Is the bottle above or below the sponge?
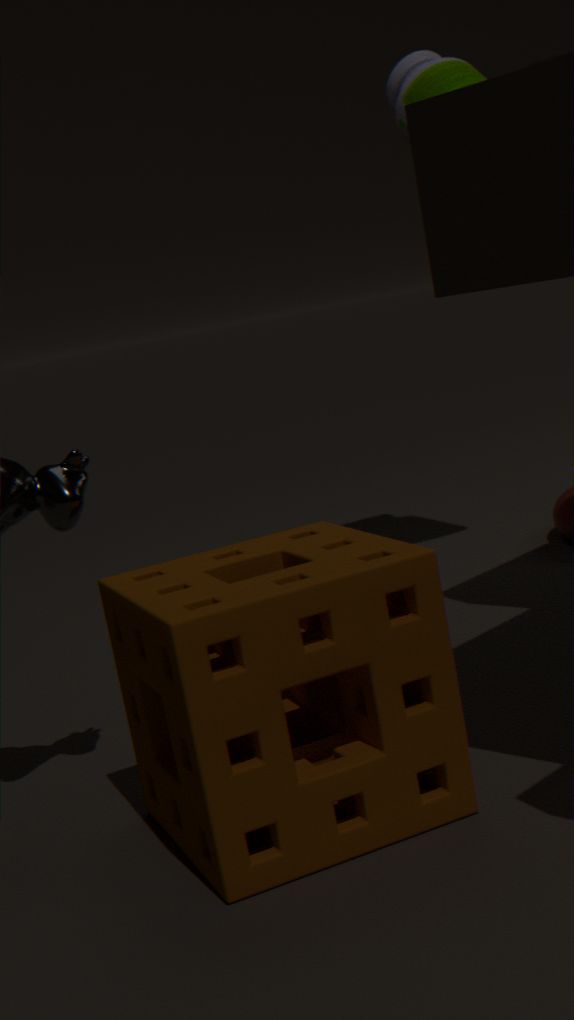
above
